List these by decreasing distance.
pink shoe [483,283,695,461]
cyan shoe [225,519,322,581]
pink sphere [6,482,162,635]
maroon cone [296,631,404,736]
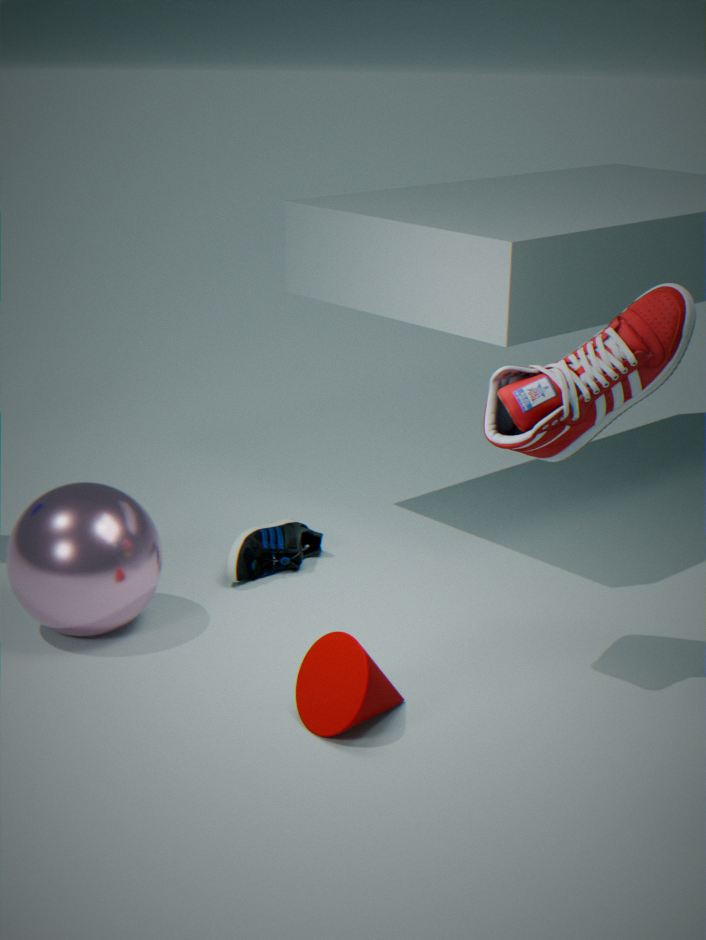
cyan shoe [225,519,322,581] → pink sphere [6,482,162,635] → pink shoe [483,283,695,461] → maroon cone [296,631,404,736]
